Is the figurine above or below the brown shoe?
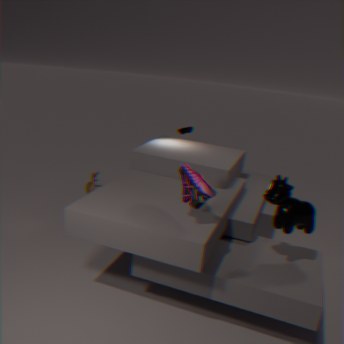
below
